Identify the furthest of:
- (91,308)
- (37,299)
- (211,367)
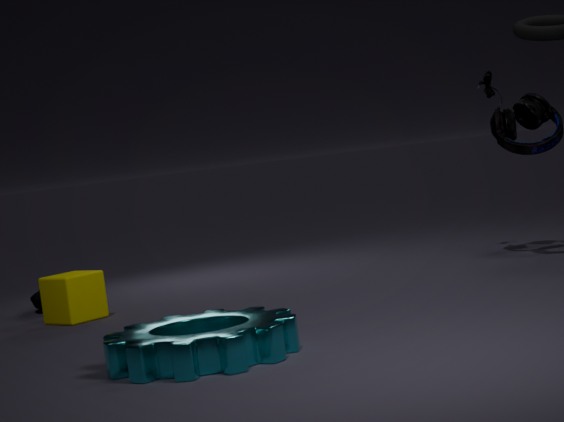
(37,299)
